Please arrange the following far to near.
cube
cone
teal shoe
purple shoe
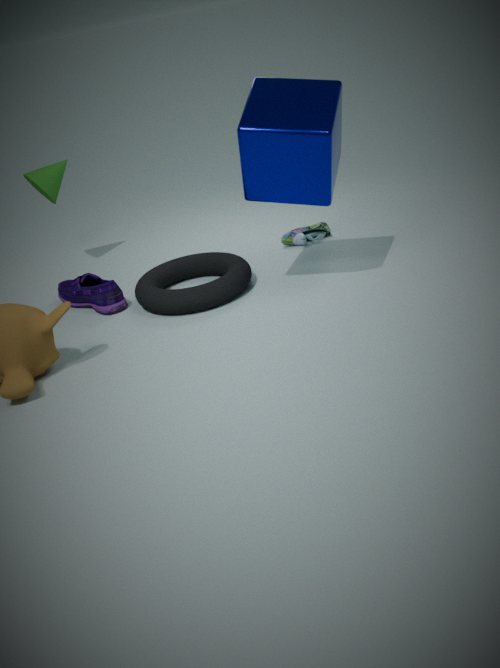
cone
teal shoe
purple shoe
cube
